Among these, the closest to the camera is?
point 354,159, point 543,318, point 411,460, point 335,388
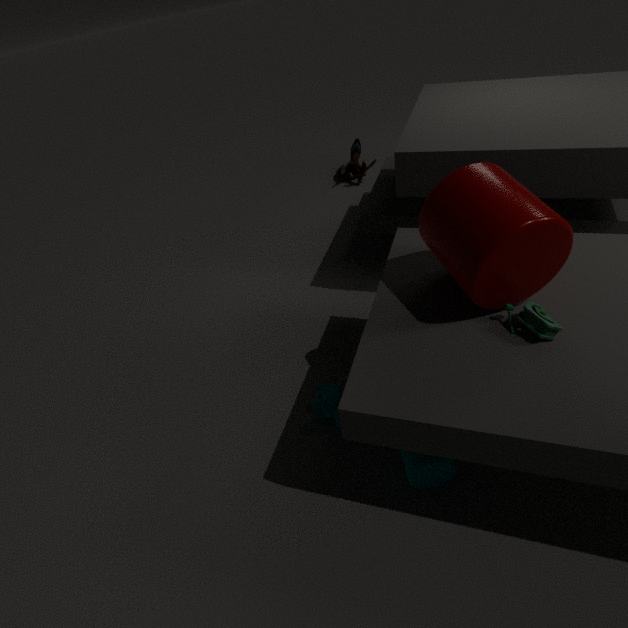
point 543,318
